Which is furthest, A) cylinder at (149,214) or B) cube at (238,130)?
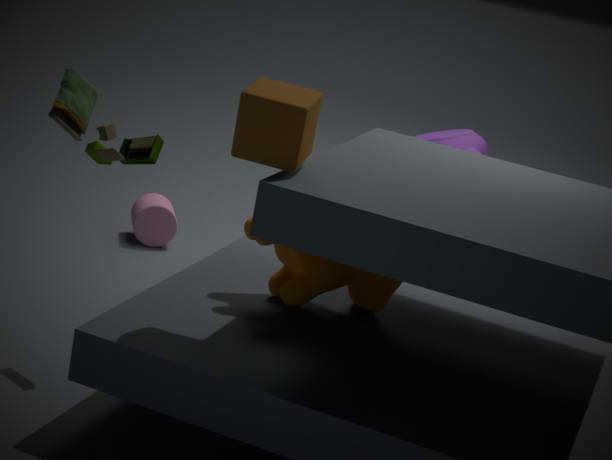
A. cylinder at (149,214)
